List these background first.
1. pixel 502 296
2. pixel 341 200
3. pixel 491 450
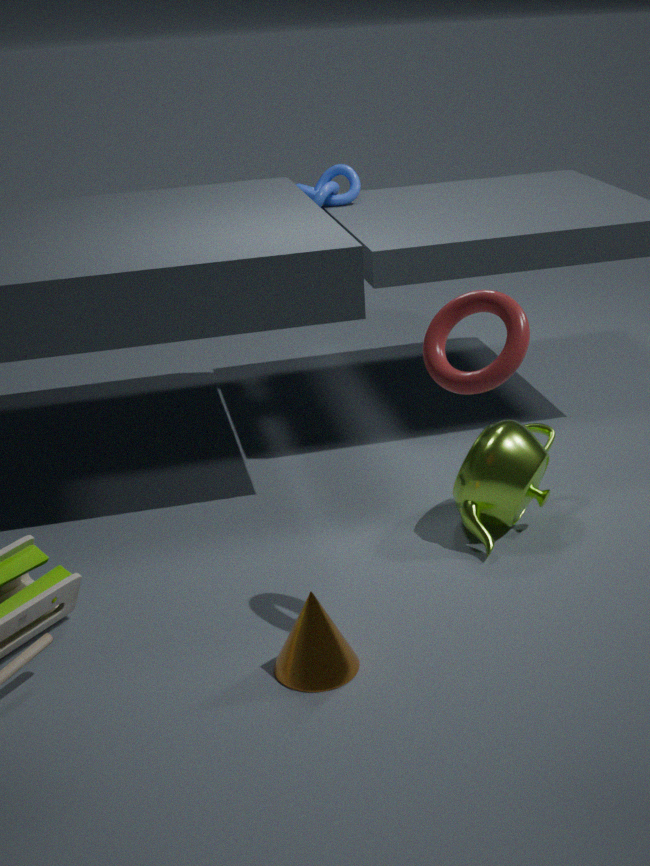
1. pixel 341 200
2. pixel 491 450
3. pixel 502 296
